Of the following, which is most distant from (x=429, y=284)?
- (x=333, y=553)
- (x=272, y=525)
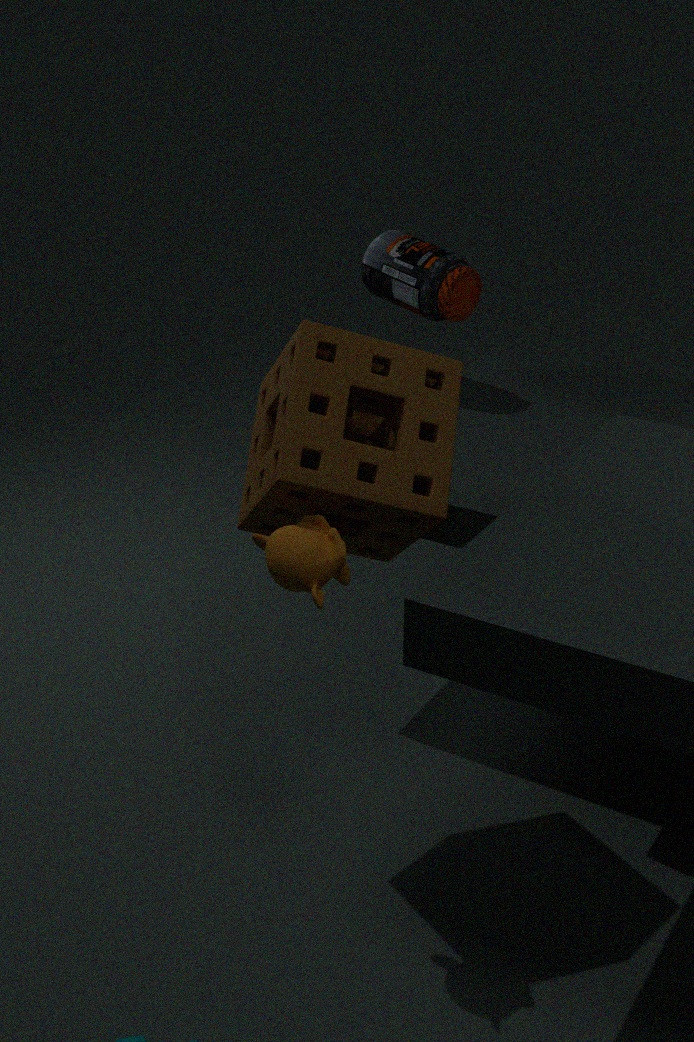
(x=333, y=553)
